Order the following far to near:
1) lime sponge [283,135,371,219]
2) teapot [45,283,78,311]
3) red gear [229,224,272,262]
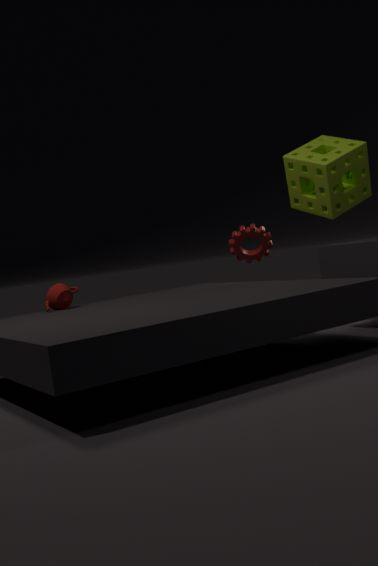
3. red gear [229,224,272,262] → 2. teapot [45,283,78,311] → 1. lime sponge [283,135,371,219]
